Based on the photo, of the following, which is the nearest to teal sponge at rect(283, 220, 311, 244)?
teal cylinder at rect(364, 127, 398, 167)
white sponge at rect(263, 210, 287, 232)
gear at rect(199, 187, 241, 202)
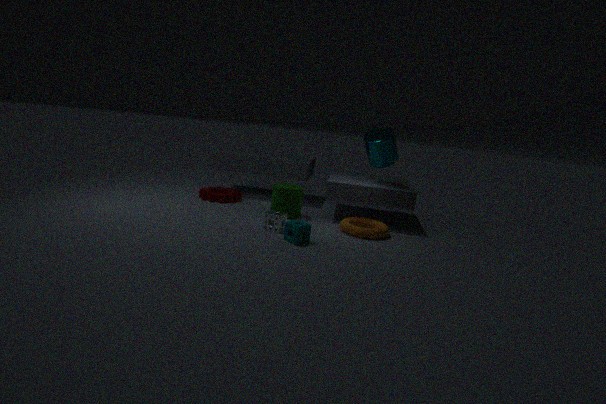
white sponge at rect(263, 210, 287, 232)
